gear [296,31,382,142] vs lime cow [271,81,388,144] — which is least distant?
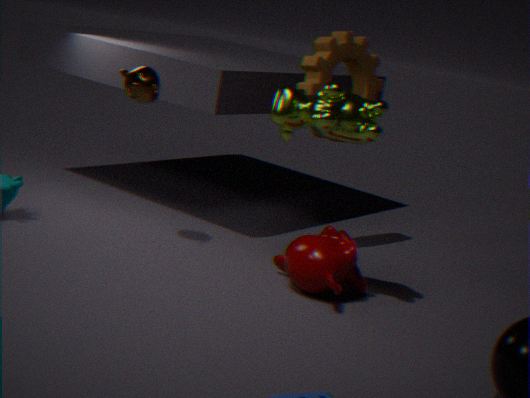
lime cow [271,81,388,144]
